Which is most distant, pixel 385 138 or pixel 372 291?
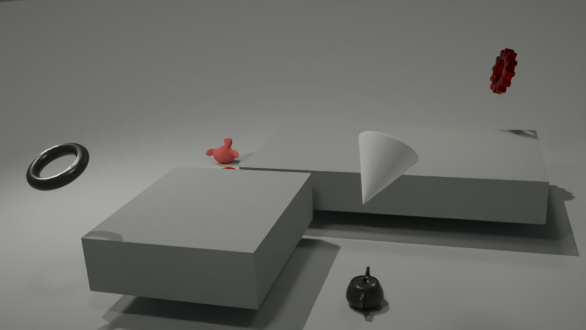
pixel 372 291
